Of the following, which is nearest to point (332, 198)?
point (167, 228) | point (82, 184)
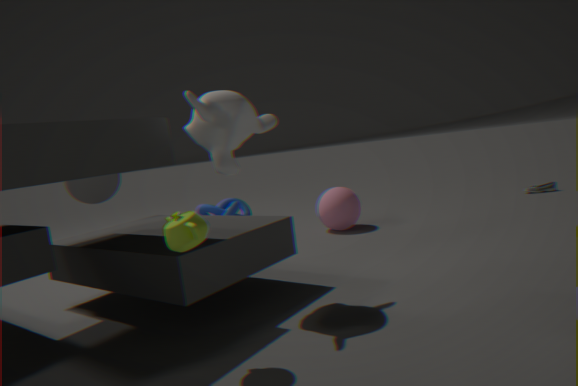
point (82, 184)
